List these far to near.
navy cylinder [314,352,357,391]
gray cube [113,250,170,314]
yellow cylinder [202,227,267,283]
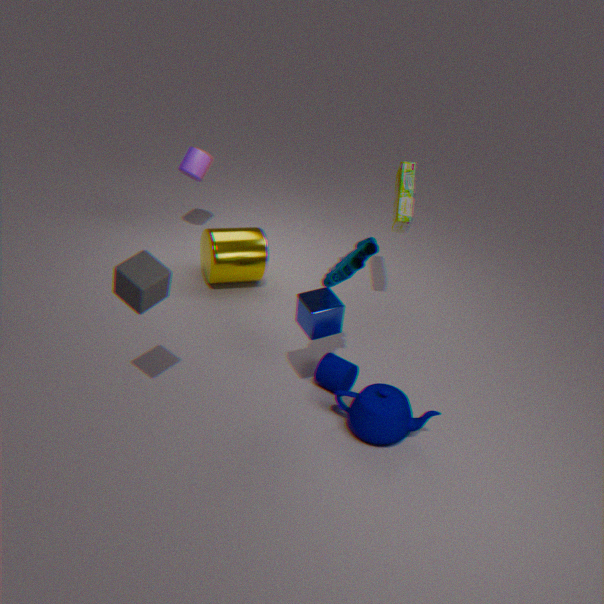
A: yellow cylinder [202,227,267,283] < navy cylinder [314,352,357,391] < gray cube [113,250,170,314]
